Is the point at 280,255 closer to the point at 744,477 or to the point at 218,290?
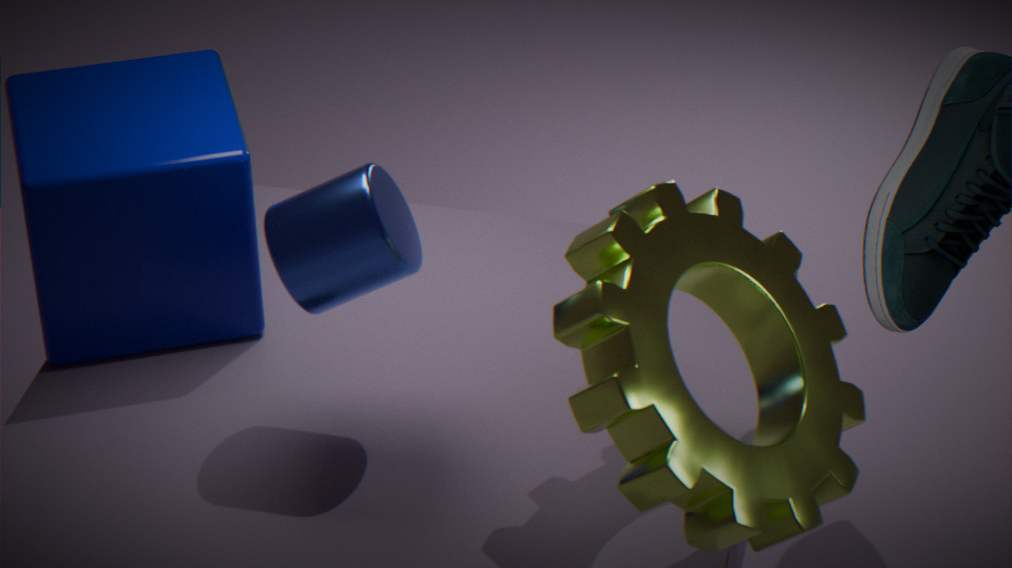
Answer: the point at 218,290
